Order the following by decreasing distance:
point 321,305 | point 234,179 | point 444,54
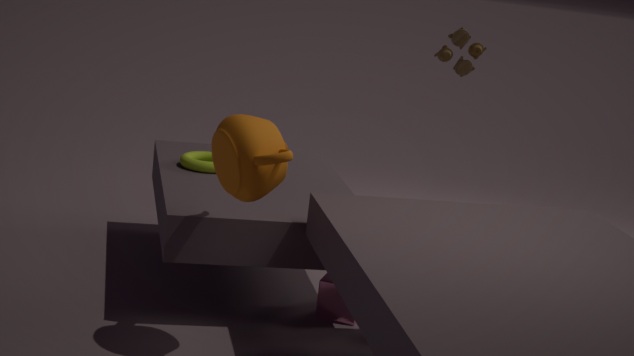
point 444,54
point 321,305
point 234,179
